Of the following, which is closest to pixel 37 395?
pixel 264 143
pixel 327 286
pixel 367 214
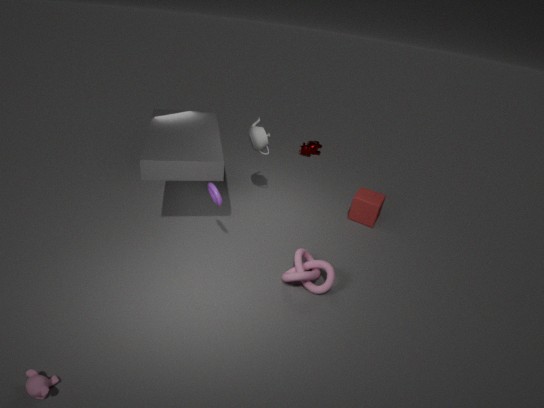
pixel 327 286
